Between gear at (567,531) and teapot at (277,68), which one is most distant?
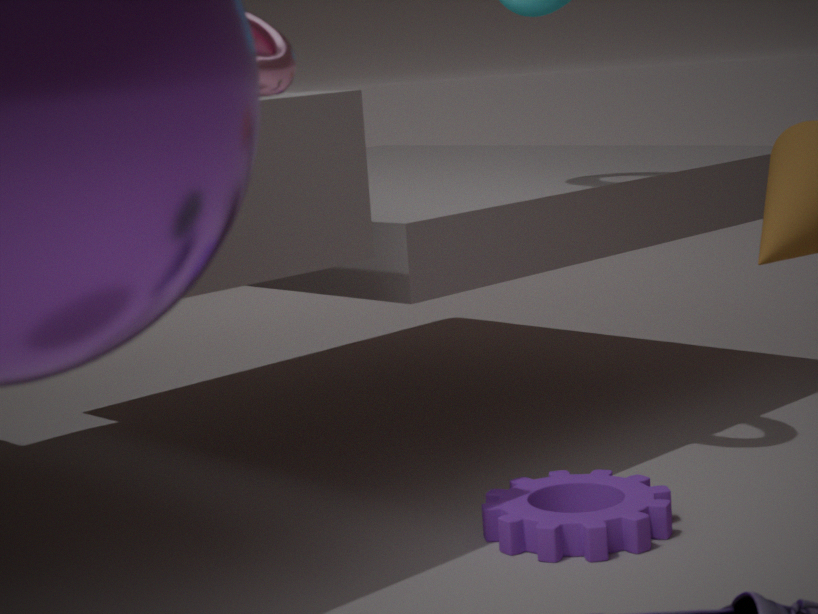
gear at (567,531)
